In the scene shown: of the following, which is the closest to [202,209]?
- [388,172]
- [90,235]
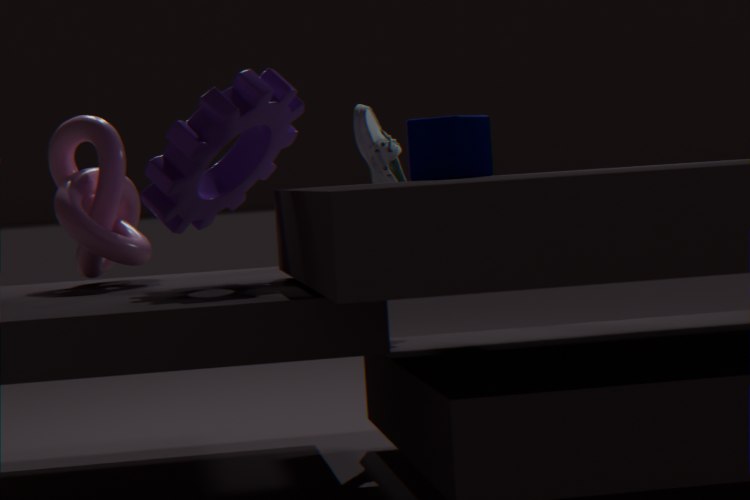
[90,235]
